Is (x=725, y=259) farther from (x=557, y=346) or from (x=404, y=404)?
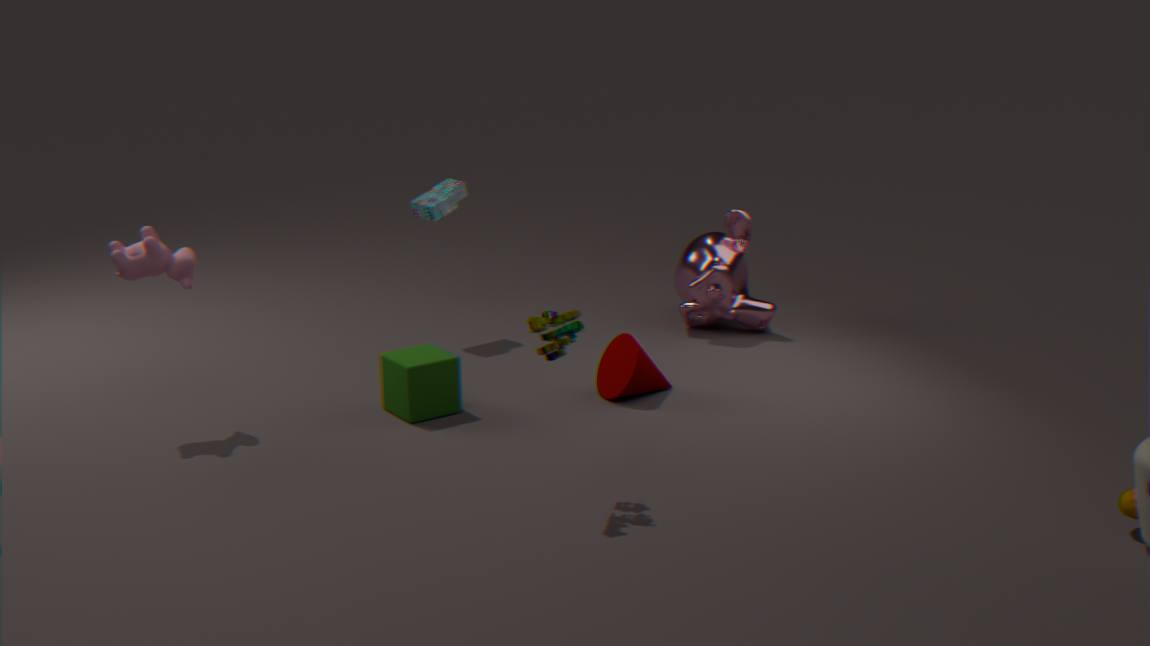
(x=557, y=346)
